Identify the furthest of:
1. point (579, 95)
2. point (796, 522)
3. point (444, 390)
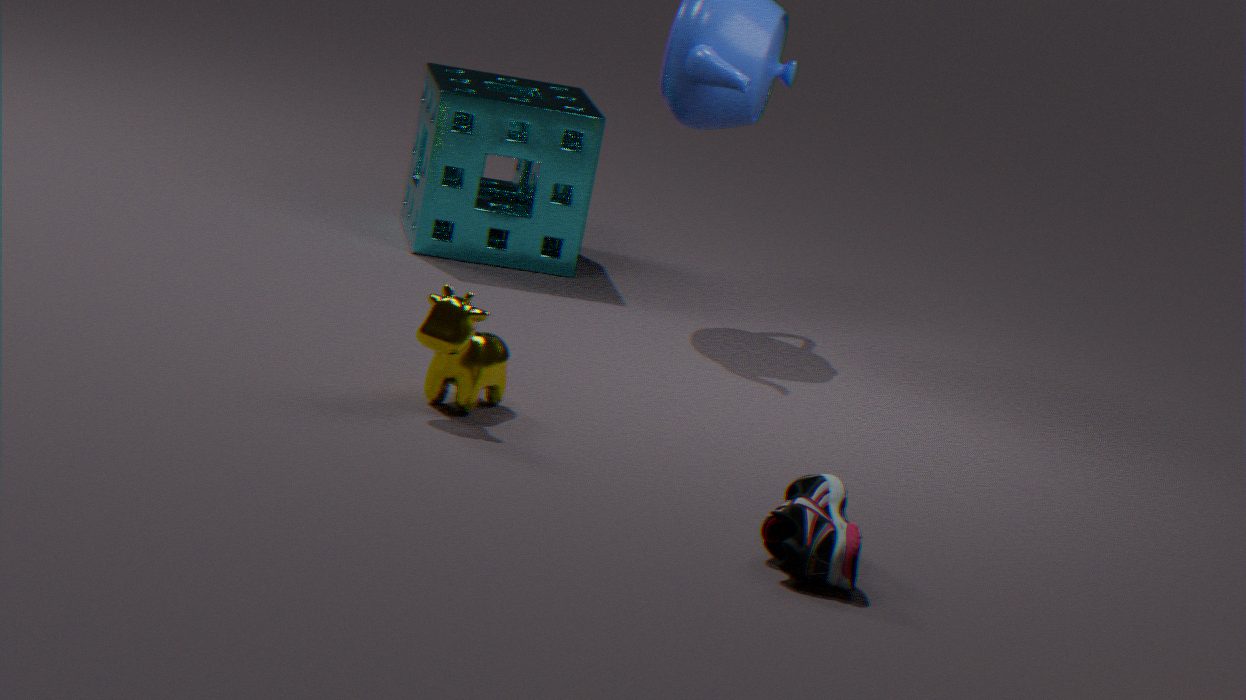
point (579, 95)
